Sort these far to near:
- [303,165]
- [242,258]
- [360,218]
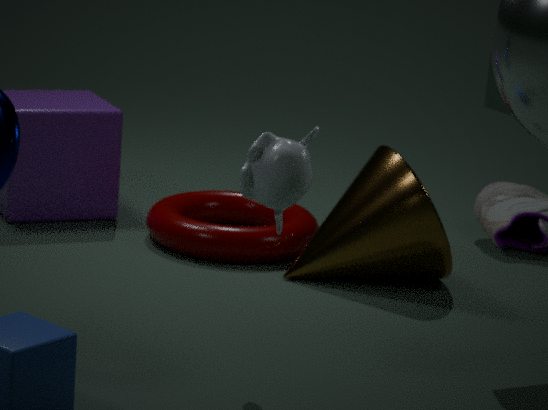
[242,258] → [360,218] → [303,165]
